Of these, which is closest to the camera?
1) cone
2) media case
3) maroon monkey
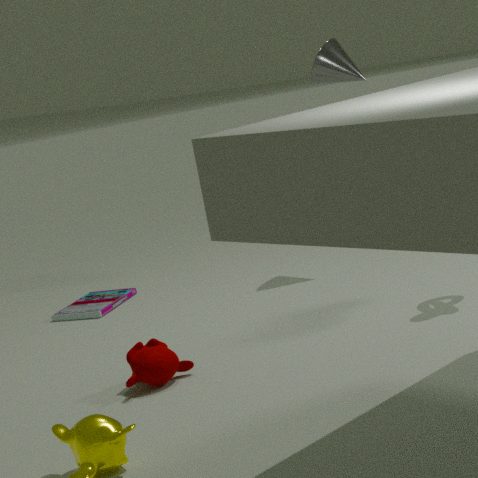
3. maroon monkey
